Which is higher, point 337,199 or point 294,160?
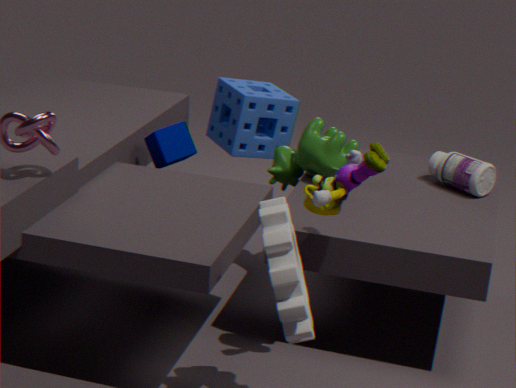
point 337,199
